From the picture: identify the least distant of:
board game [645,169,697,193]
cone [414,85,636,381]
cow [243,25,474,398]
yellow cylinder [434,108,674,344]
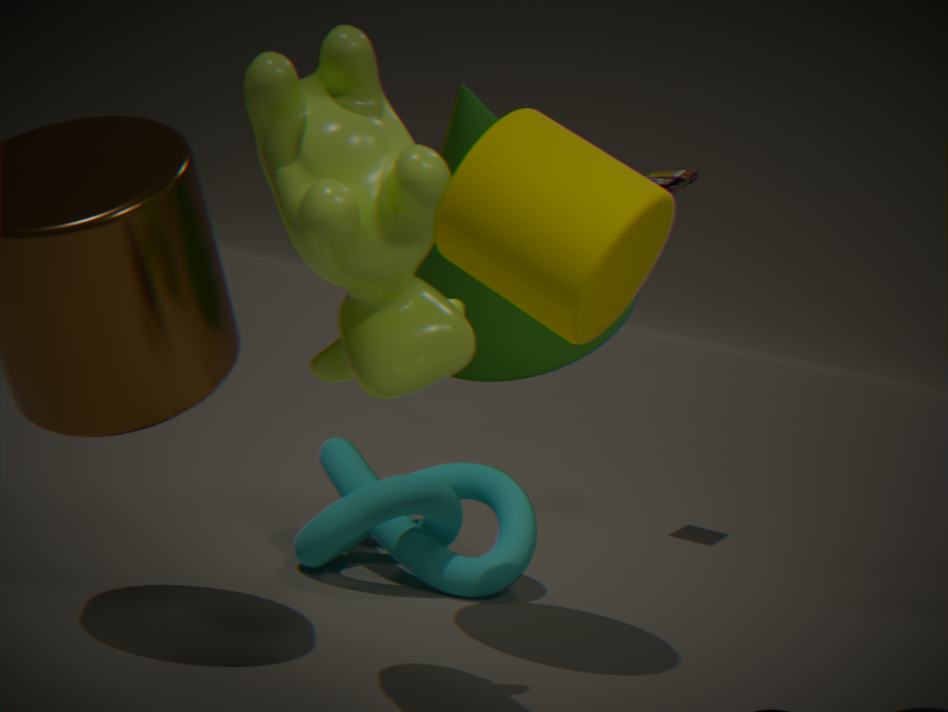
yellow cylinder [434,108,674,344]
